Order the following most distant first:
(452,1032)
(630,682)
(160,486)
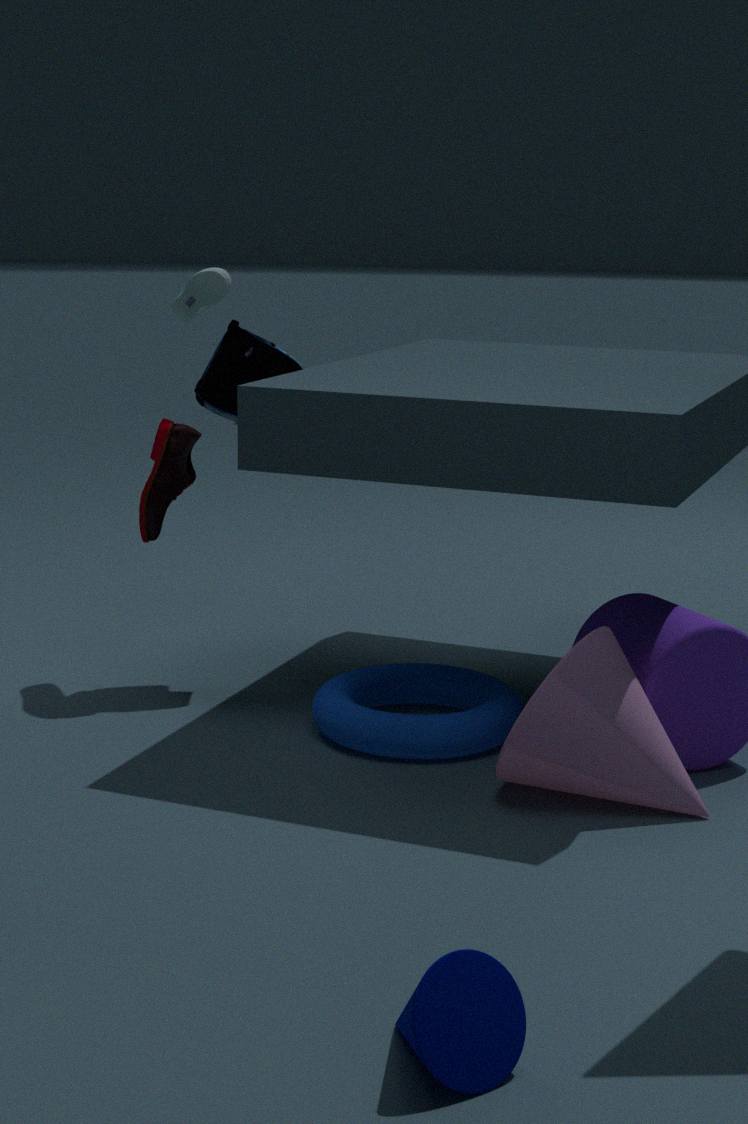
1. (160,486)
2. (630,682)
3. (452,1032)
